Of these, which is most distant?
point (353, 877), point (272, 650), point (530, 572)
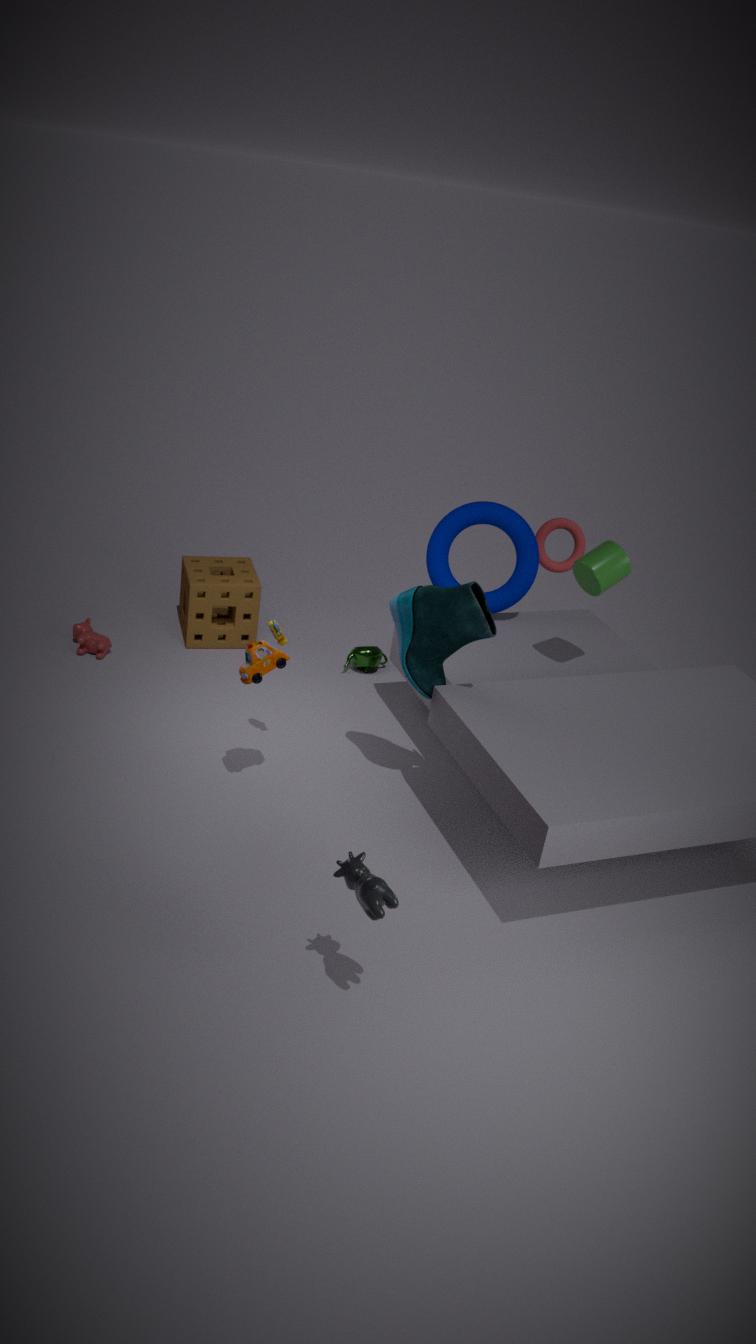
point (530, 572)
